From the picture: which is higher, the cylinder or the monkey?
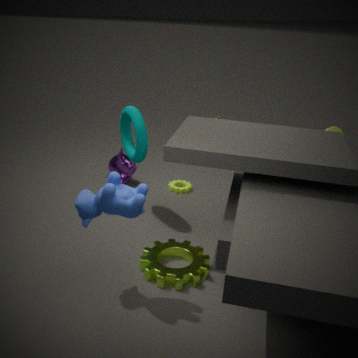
the cylinder
